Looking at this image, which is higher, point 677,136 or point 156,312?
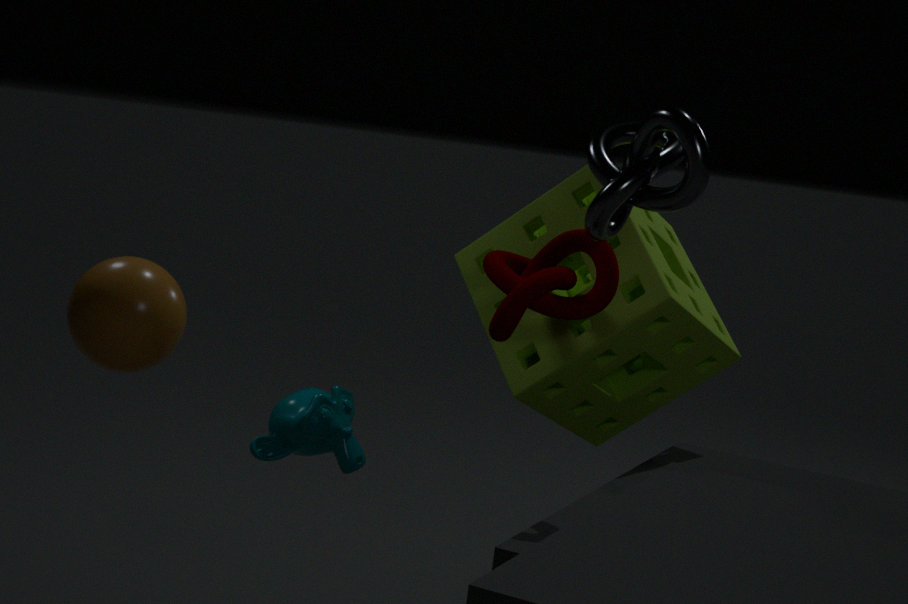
point 677,136
